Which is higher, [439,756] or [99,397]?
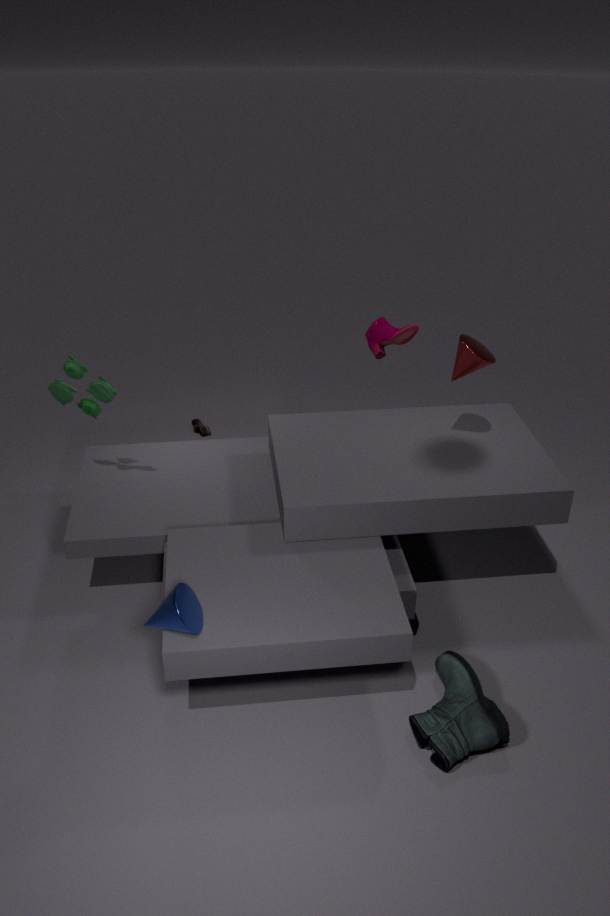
[99,397]
